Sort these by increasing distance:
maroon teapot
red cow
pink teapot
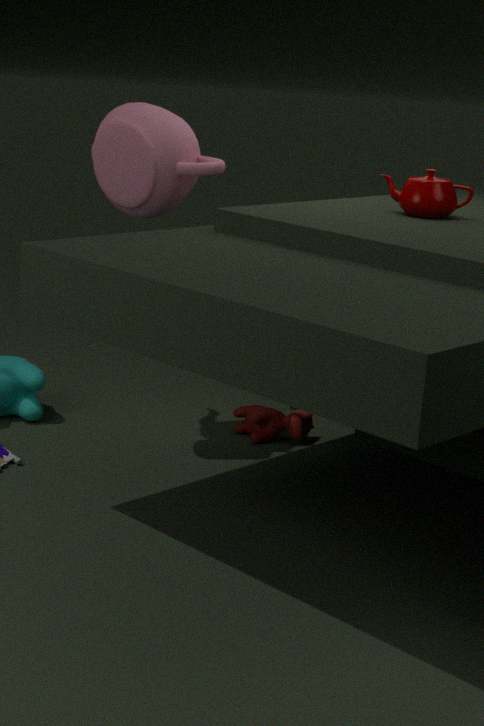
maroon teapot, pink teapot, red cow
